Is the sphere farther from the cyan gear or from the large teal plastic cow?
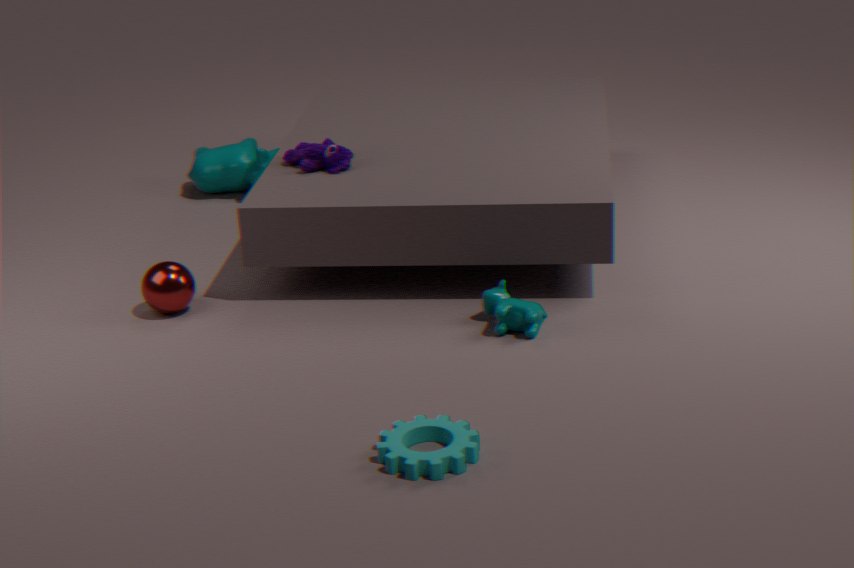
the cyan gear
